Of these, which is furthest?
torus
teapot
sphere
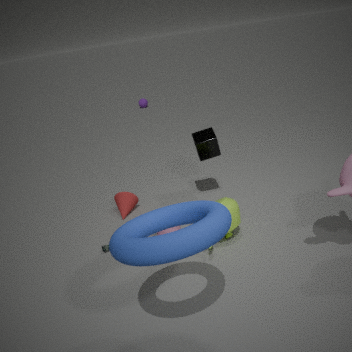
sphere
